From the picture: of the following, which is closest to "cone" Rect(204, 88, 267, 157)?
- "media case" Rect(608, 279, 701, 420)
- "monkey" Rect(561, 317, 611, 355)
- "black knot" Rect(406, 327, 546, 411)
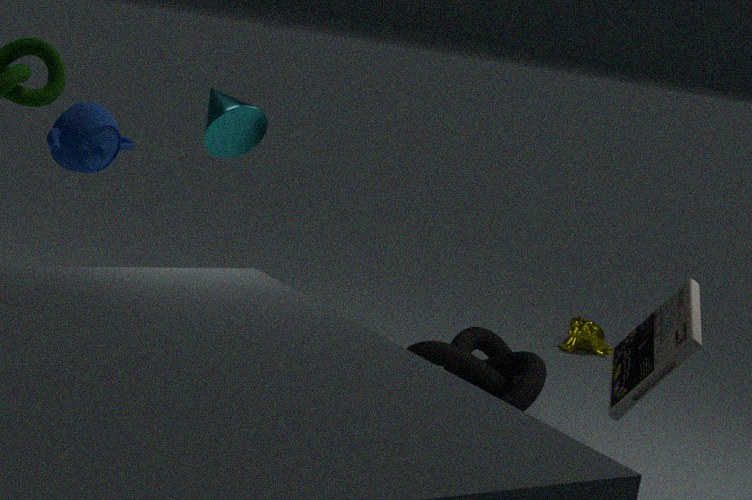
"black knot" Rect(406, 327, 546, 411)
